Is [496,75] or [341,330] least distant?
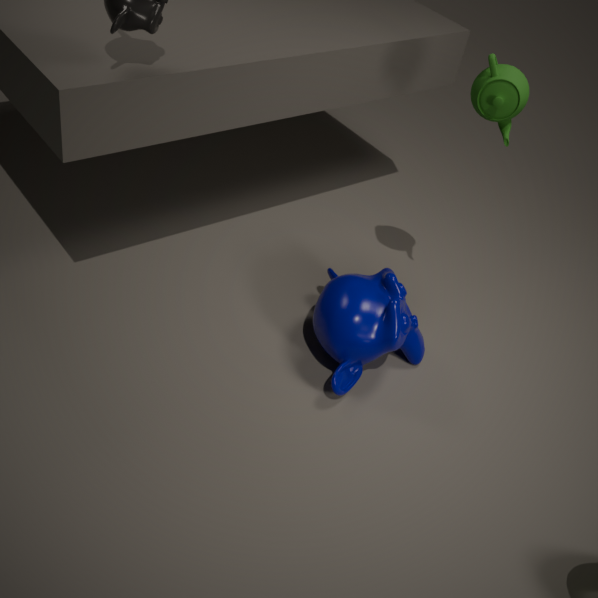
[496,75]
